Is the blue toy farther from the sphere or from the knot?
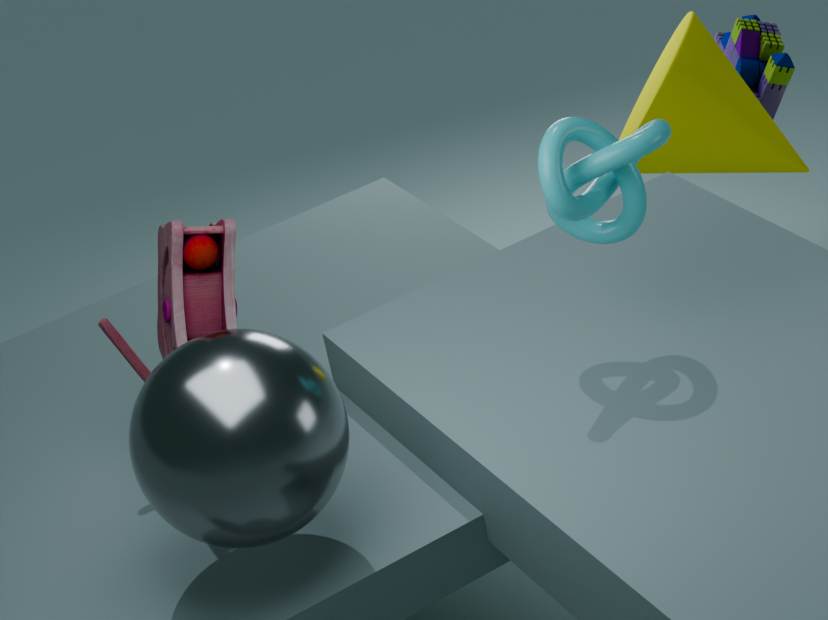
the sphere
